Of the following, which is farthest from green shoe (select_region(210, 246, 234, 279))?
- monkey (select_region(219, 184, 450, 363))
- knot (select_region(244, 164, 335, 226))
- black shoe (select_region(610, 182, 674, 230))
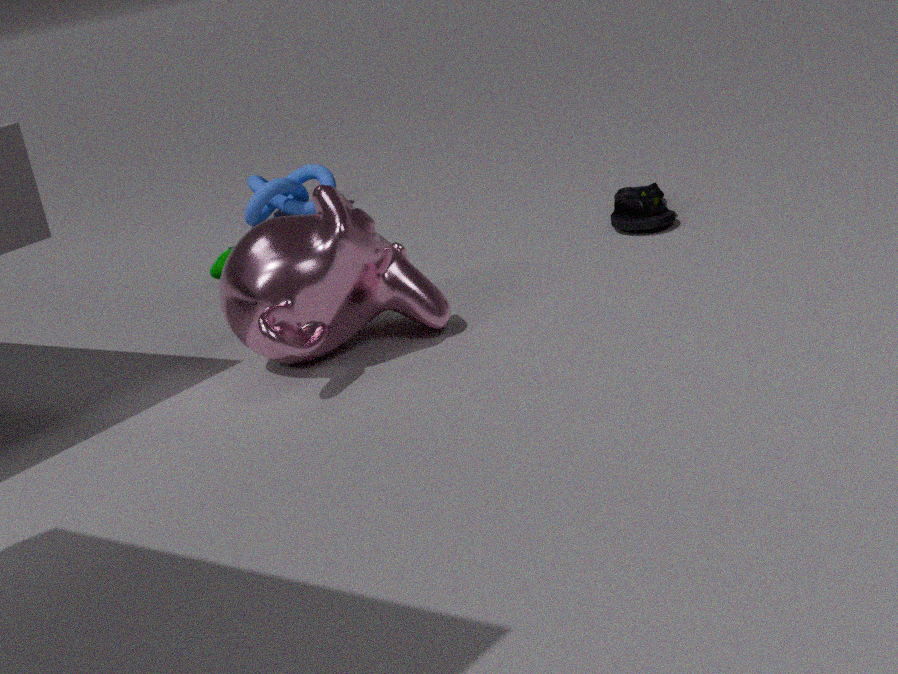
black shoe (select_region(610, 182, 674, 230))
